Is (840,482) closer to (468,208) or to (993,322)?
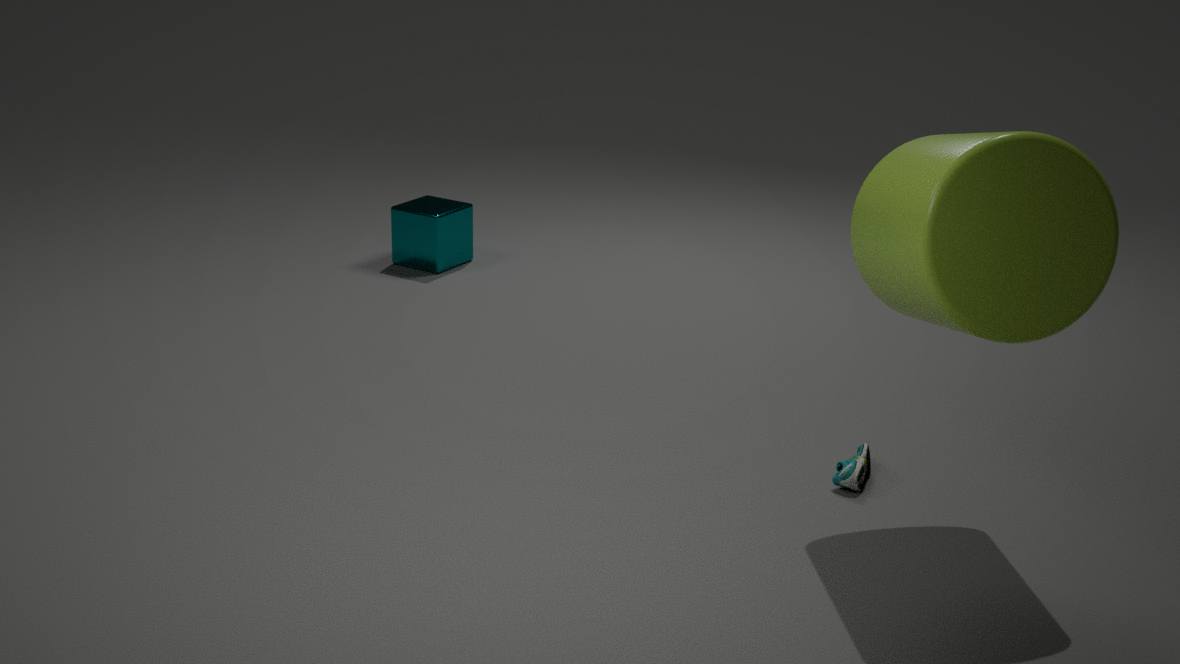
(993,322)
